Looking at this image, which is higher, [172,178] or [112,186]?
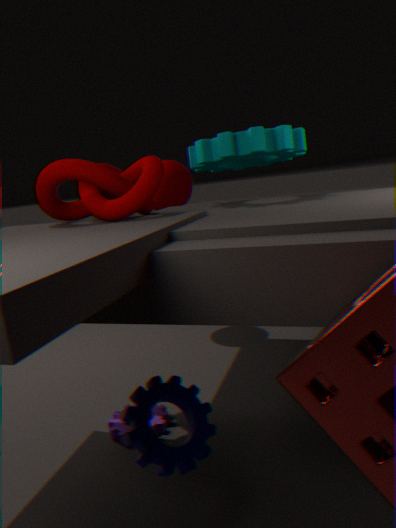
[112,186]
